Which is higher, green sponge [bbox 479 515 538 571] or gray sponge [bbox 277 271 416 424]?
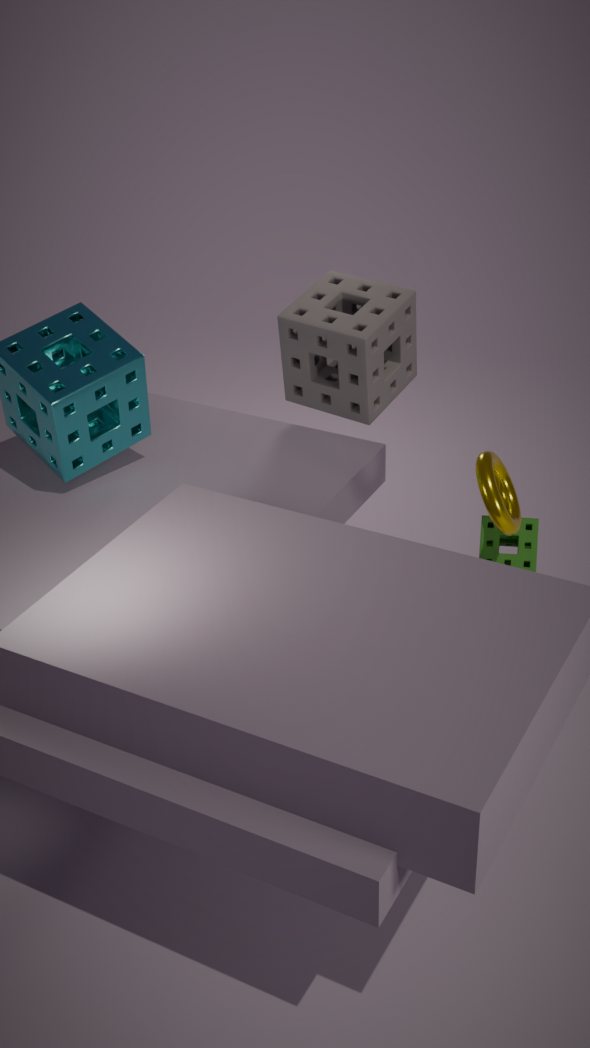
gray sponge [bbox 277 271 416 424]
